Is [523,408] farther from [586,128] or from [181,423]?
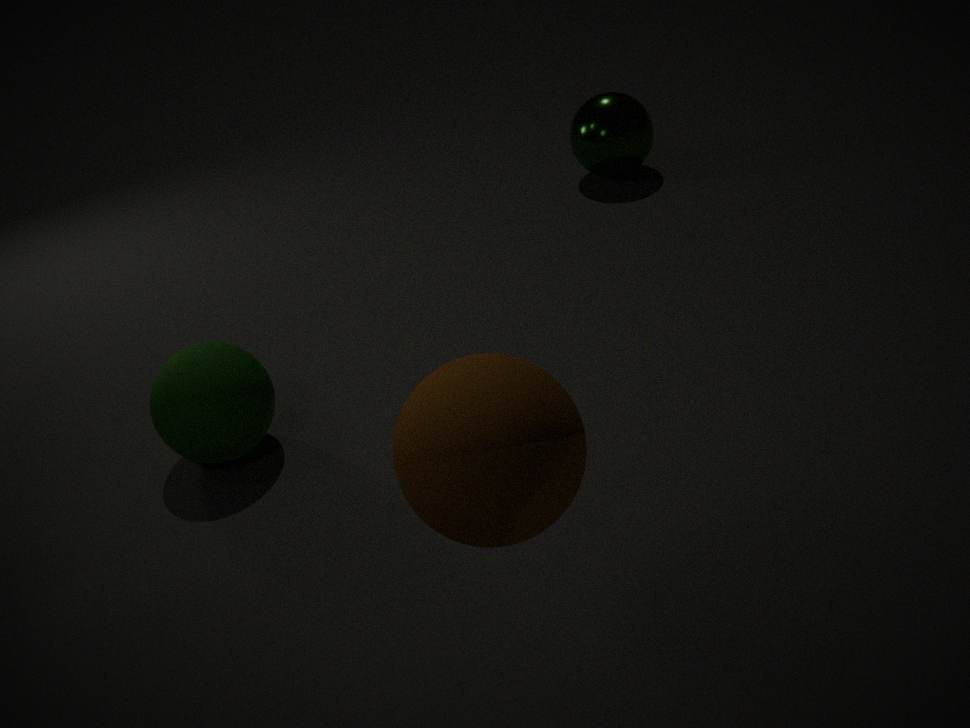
[586,128]
